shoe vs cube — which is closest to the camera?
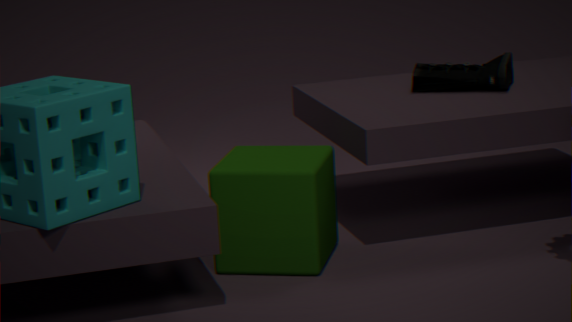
cube
